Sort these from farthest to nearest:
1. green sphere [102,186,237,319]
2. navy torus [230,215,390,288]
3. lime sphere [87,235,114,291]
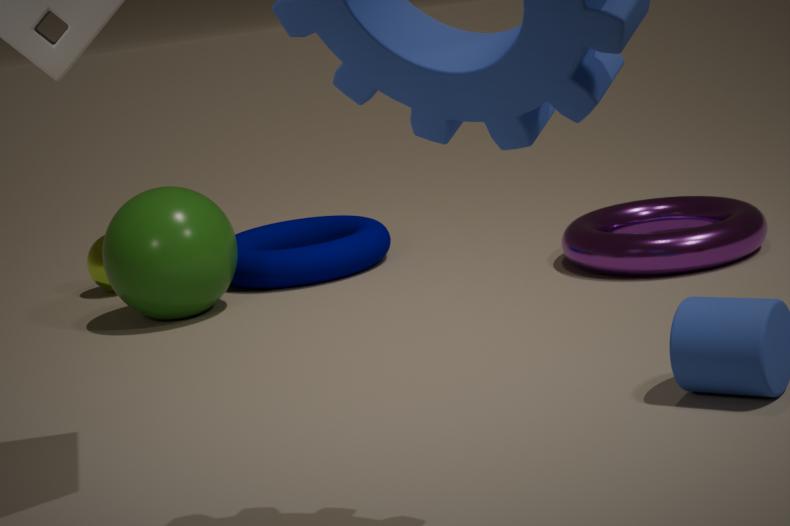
lime sphere [87,235,114,291] → navy torus [230,215,390,288] → green sphere [102,186,237,319]
